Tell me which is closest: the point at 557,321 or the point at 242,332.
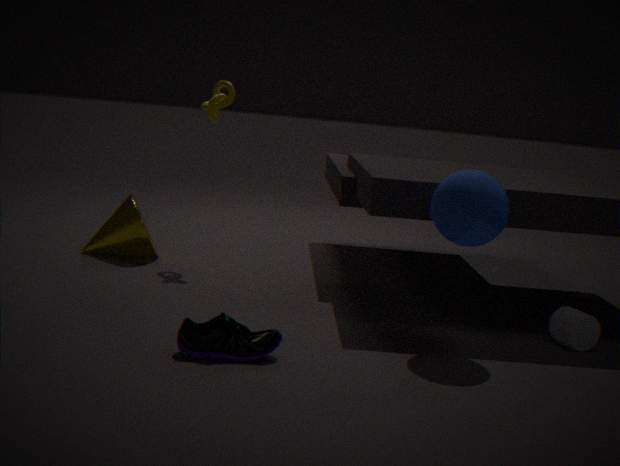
the point at 242,332
